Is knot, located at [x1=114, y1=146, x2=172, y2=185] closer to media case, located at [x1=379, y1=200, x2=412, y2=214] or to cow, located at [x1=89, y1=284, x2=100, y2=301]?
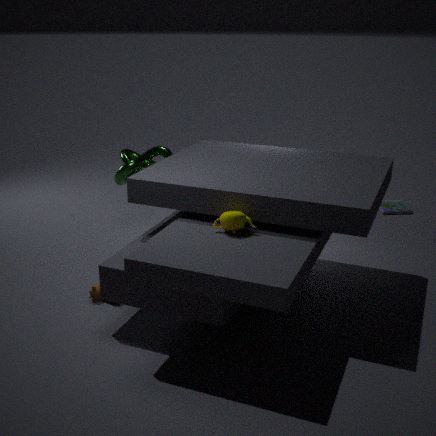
cow, located at [x1=89, y1=284, x2=100, y2=301]
